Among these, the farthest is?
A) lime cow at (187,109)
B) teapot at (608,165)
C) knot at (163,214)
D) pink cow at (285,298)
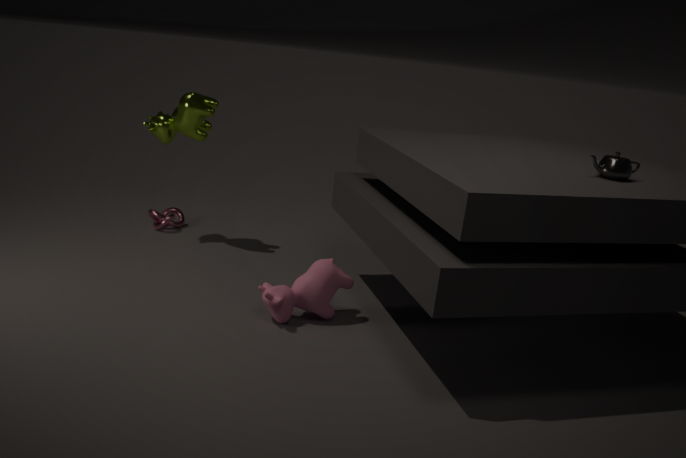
knot at (163,214)
